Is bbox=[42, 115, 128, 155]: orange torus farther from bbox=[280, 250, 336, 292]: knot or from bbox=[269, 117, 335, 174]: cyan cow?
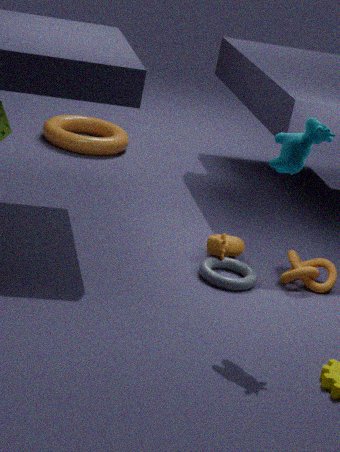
bbox=[269, 117, 335, 174]: cyan cow
